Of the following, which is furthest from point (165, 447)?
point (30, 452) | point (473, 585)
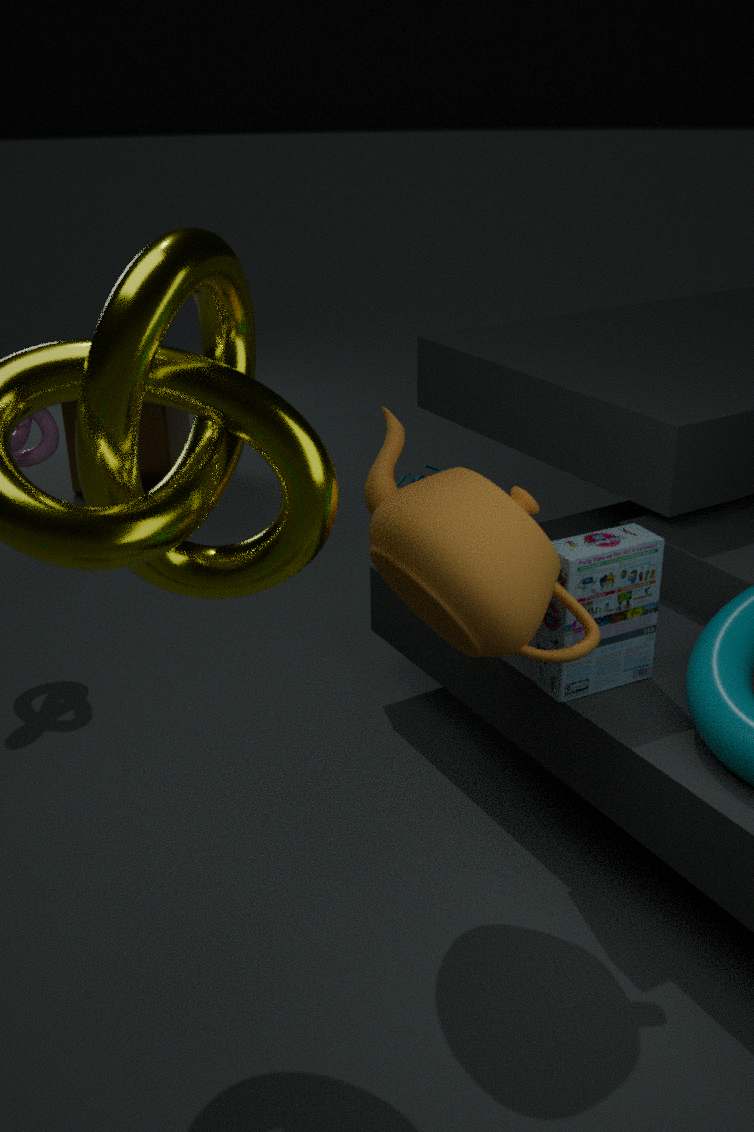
point (473, 585)
